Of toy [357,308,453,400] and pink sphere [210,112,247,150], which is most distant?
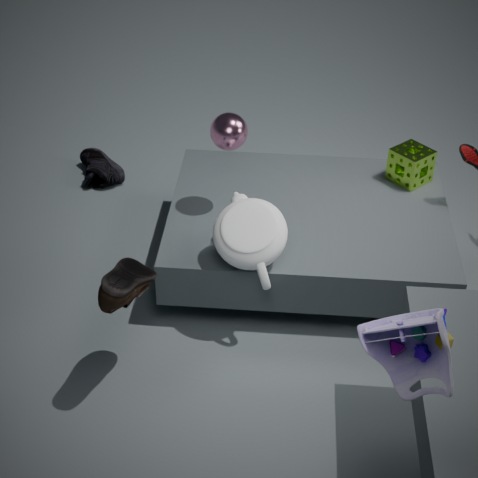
pink sphere [210,112,247,150]
